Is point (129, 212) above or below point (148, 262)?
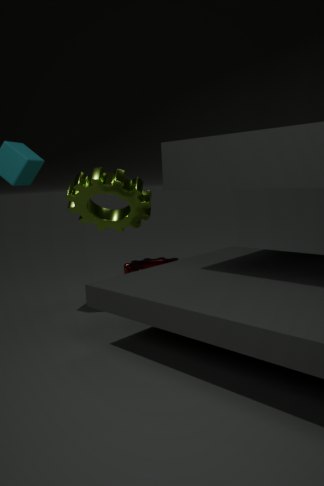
above
